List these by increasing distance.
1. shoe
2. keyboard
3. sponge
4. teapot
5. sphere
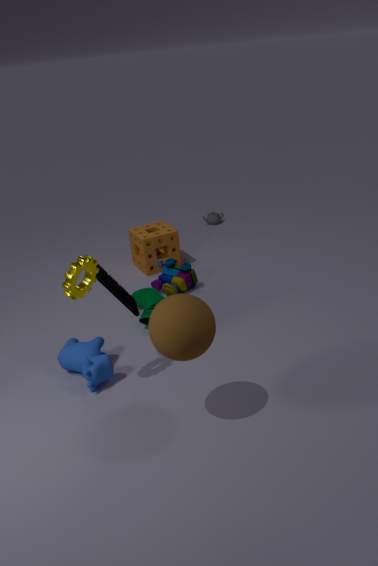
sphere, keyboard, shoe, sponge, teapot
